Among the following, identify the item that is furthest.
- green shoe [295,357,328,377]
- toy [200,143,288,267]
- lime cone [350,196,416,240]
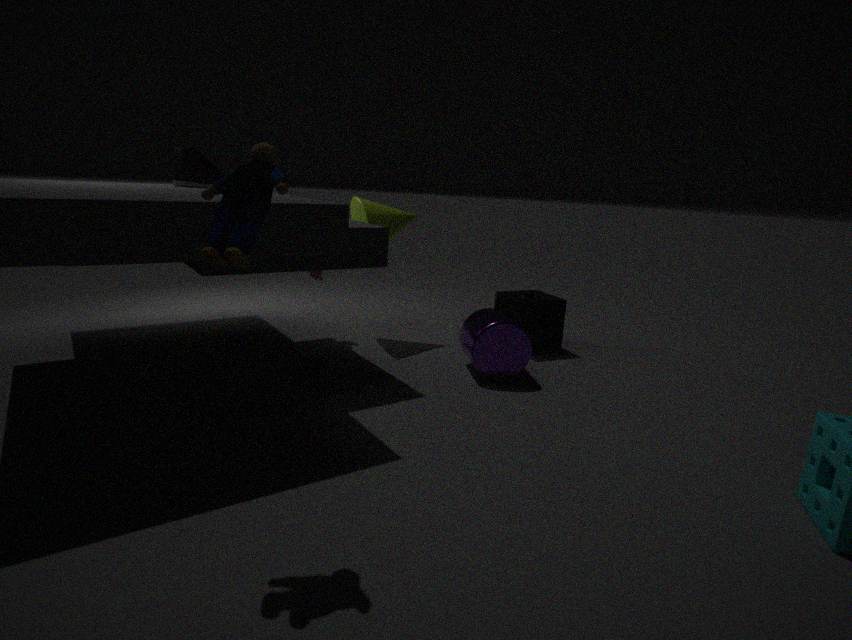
lime cone [350,196,416,240]
